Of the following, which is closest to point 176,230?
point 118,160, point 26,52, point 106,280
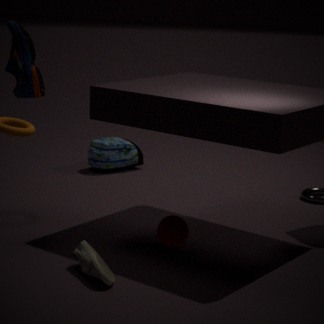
point 106,280
